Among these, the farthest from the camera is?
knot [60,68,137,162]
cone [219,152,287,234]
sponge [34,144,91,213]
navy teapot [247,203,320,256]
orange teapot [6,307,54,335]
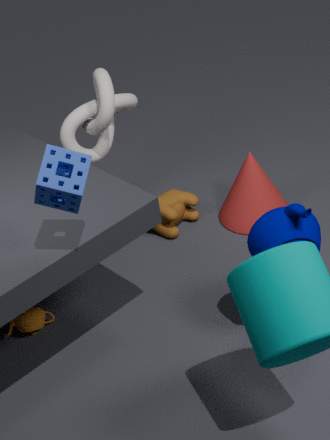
cone [219,152,287,234]
